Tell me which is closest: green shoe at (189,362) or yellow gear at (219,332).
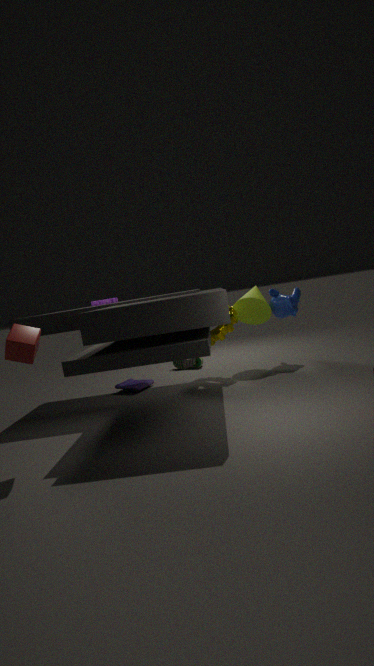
yellow gear at (219,332)
